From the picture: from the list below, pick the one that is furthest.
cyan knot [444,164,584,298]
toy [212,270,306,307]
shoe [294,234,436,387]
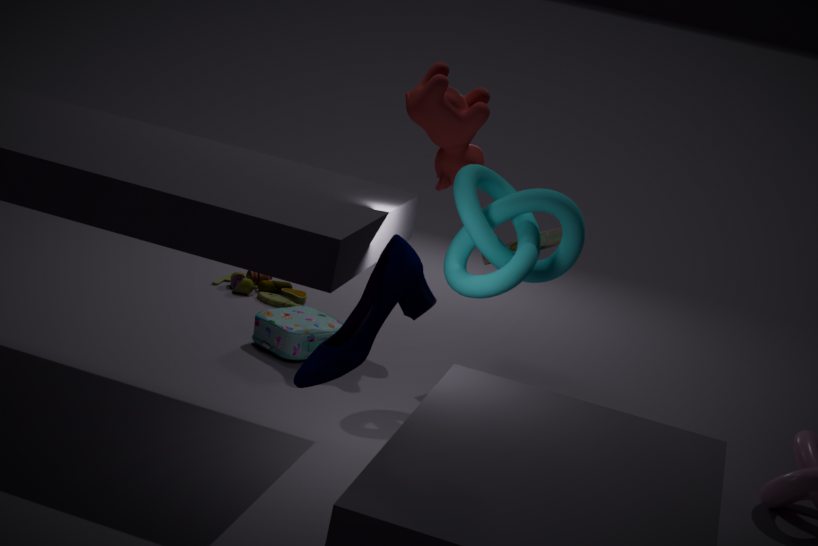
toy [212,270,306,307]
